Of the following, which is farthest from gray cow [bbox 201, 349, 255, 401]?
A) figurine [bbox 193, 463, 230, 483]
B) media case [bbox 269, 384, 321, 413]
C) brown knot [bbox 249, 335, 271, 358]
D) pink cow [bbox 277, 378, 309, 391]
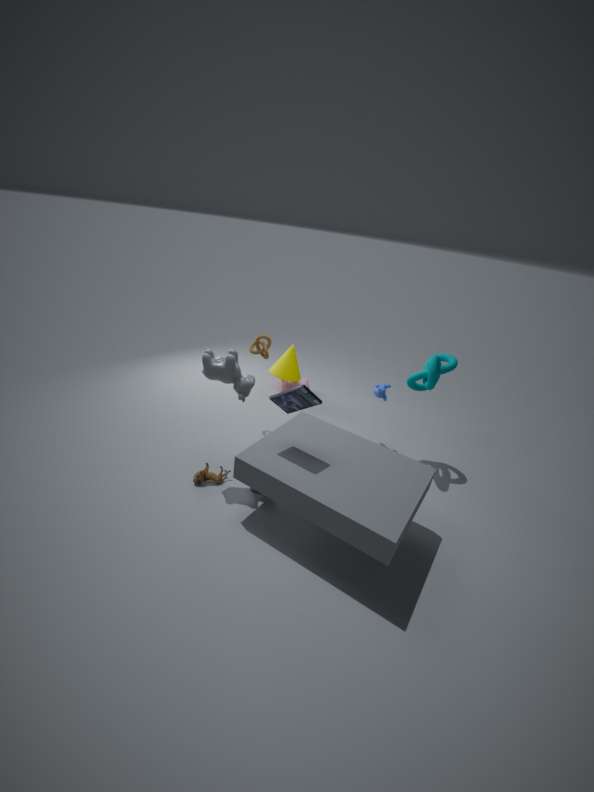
pink cow [bbox 277, 378, 309, 391]
